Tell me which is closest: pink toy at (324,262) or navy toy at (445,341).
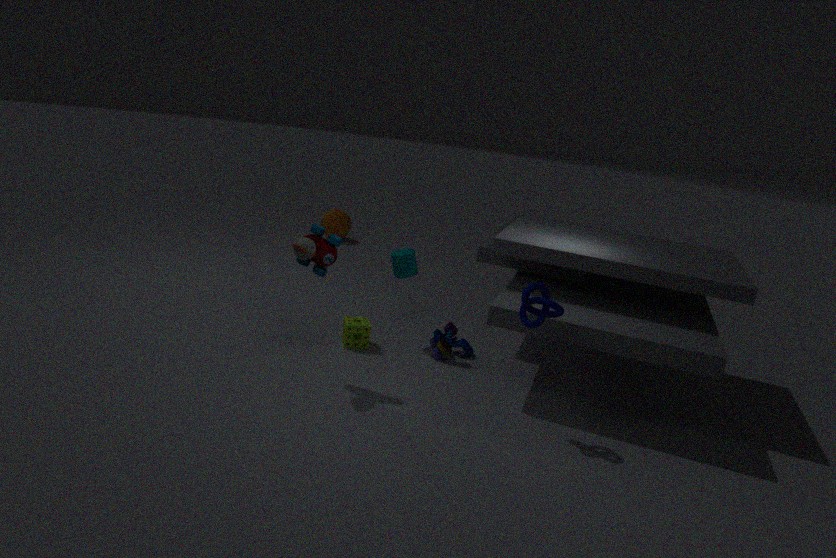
pink toy at (324,262)
